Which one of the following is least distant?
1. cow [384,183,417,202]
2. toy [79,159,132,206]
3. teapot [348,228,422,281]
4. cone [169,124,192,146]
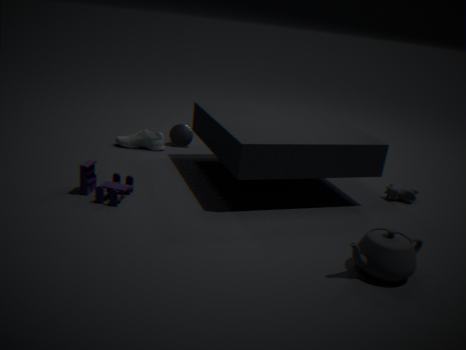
teapot [348,228,422,281]
